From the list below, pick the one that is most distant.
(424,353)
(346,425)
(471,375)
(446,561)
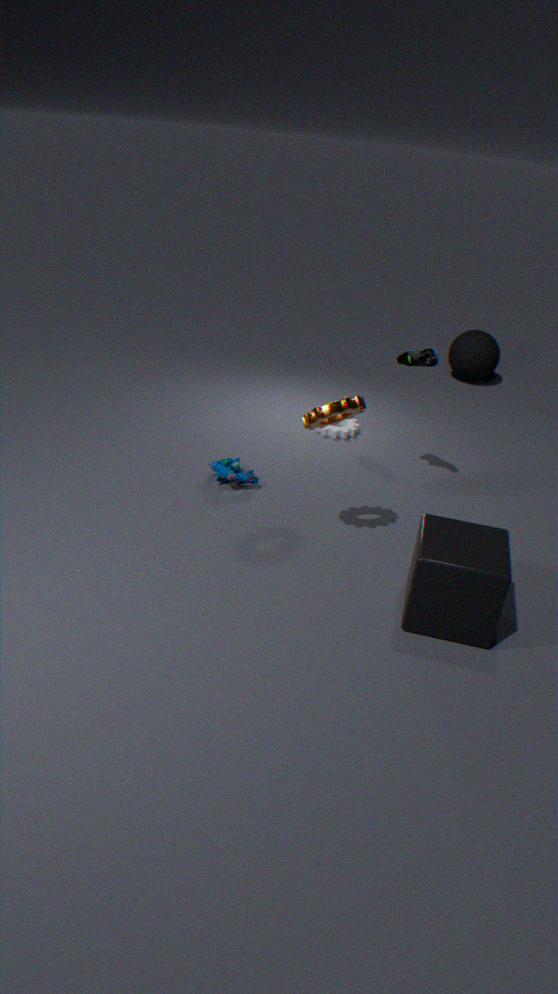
(471,375)
